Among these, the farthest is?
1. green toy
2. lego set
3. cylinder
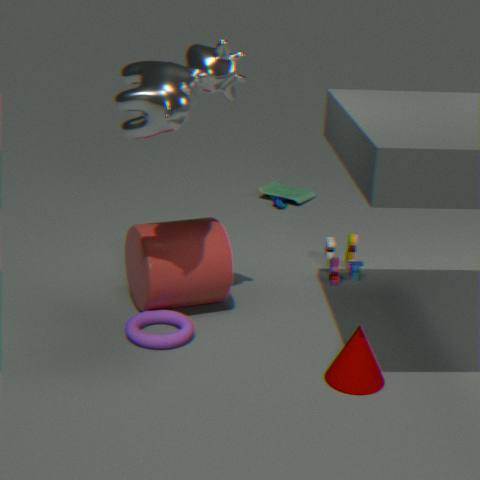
green toy
